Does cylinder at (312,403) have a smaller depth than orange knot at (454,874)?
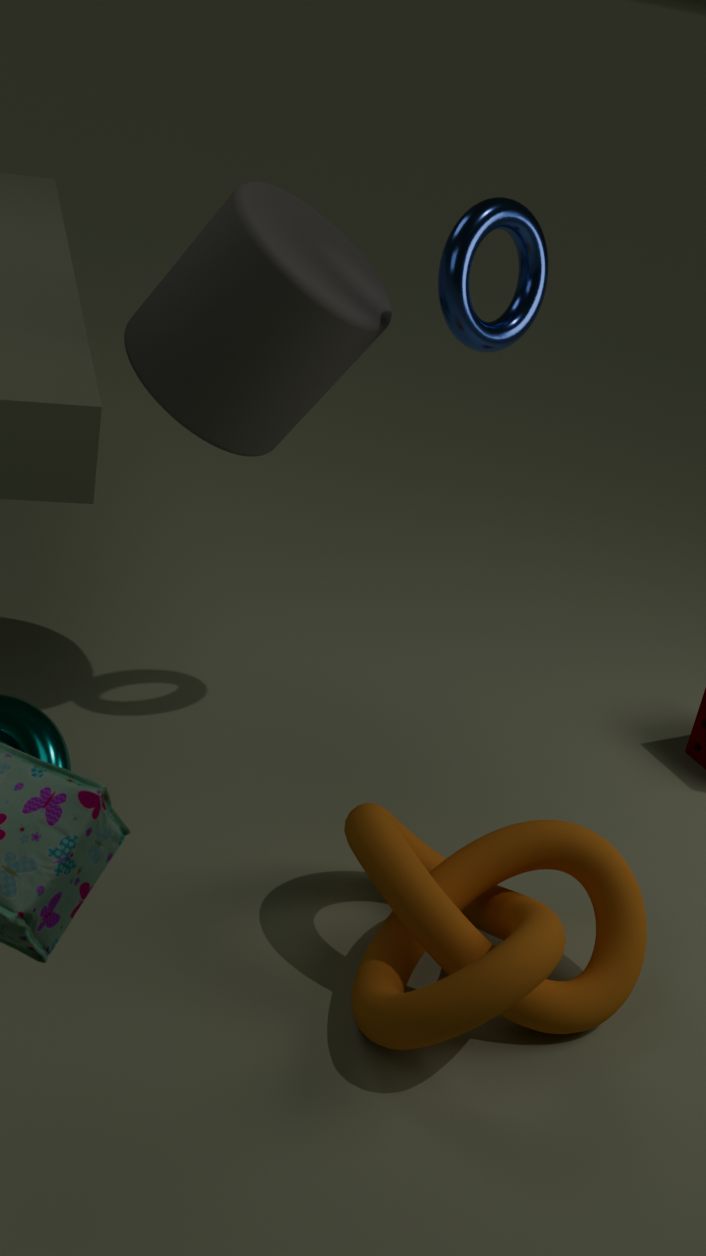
No
